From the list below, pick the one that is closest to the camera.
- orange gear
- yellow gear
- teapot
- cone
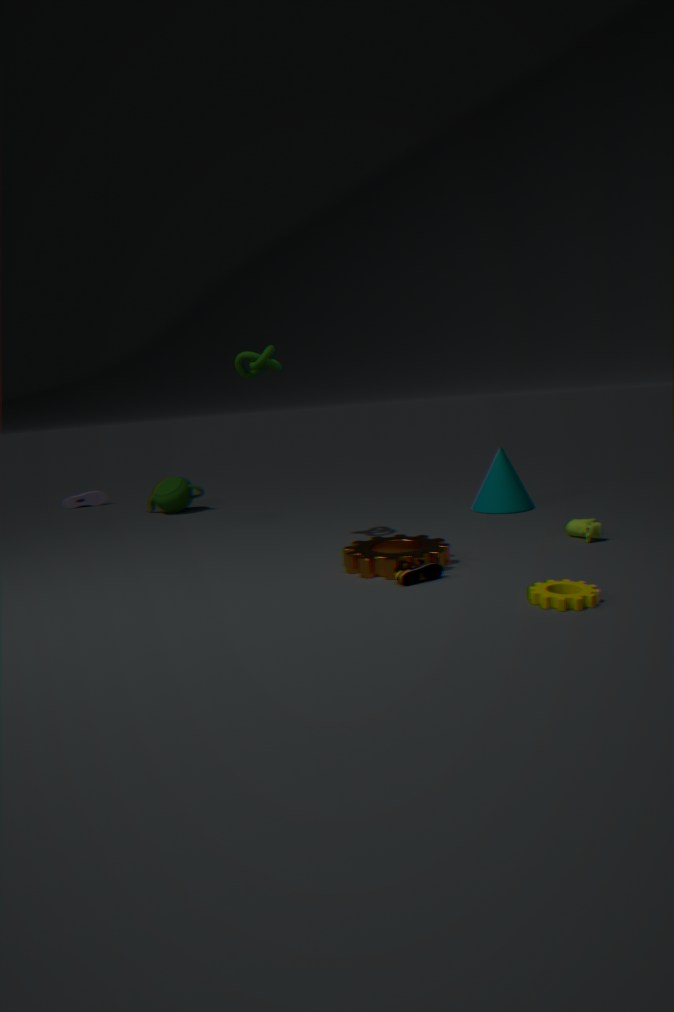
yellow gear
